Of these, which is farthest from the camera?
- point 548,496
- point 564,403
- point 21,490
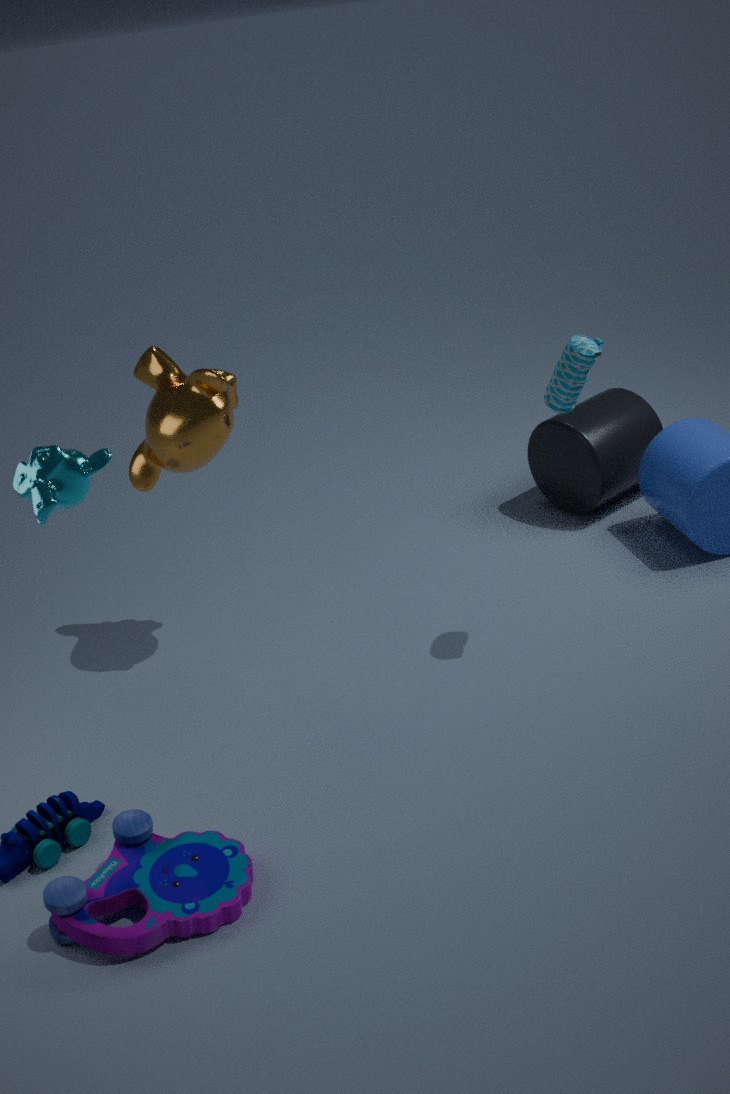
point 548,496
